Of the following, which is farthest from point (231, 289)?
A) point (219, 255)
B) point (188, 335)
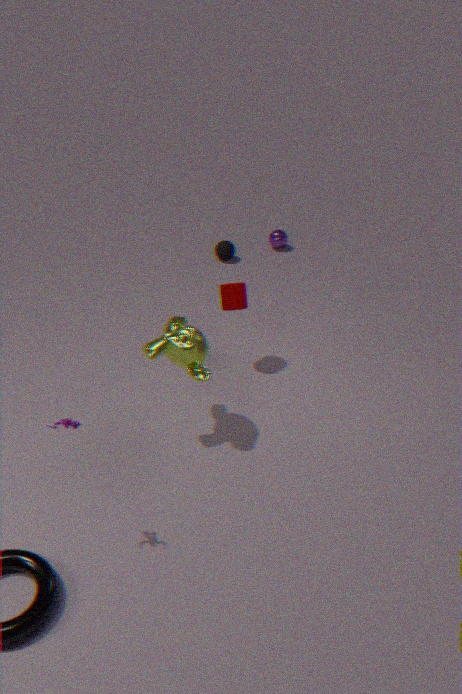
point (219, 255)
